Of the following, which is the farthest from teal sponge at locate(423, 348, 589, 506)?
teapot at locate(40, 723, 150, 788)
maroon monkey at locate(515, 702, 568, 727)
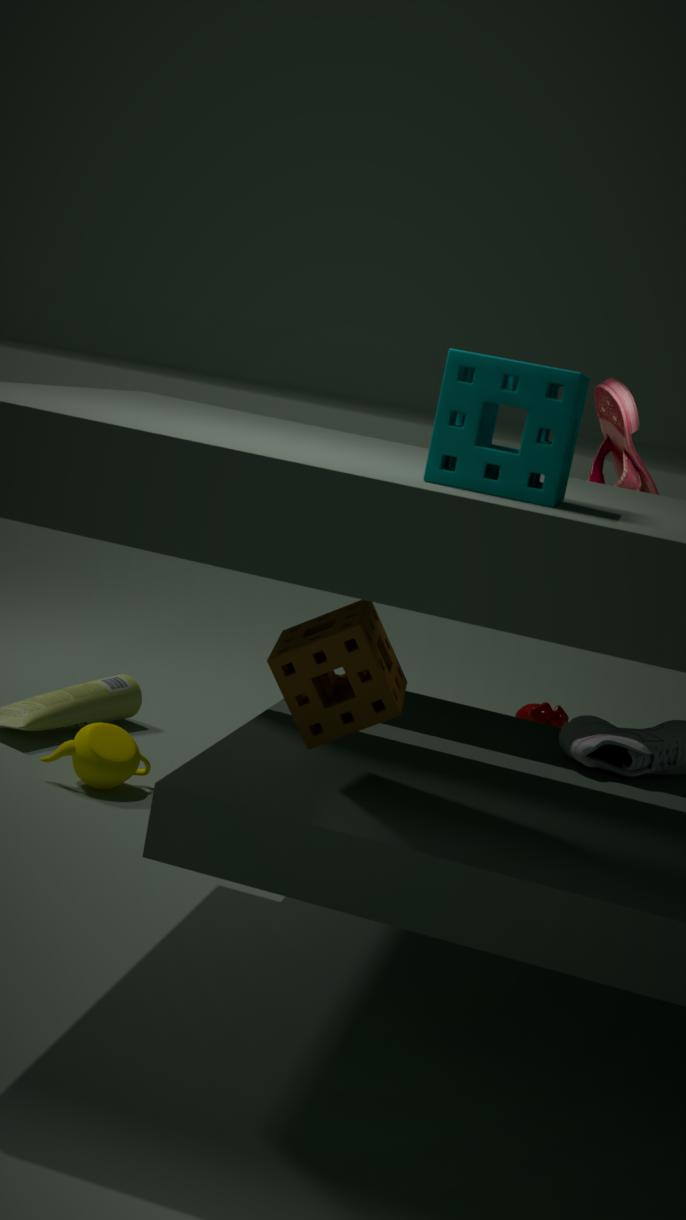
maroon monkey at locate(515, 702, 568, 727)
